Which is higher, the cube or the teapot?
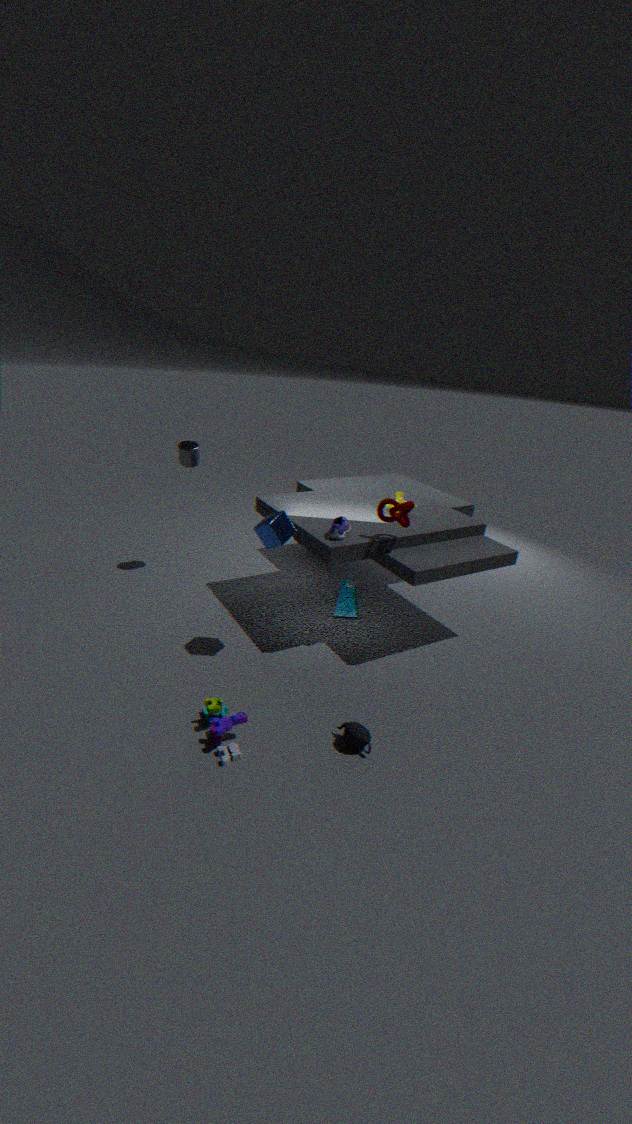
the cube
